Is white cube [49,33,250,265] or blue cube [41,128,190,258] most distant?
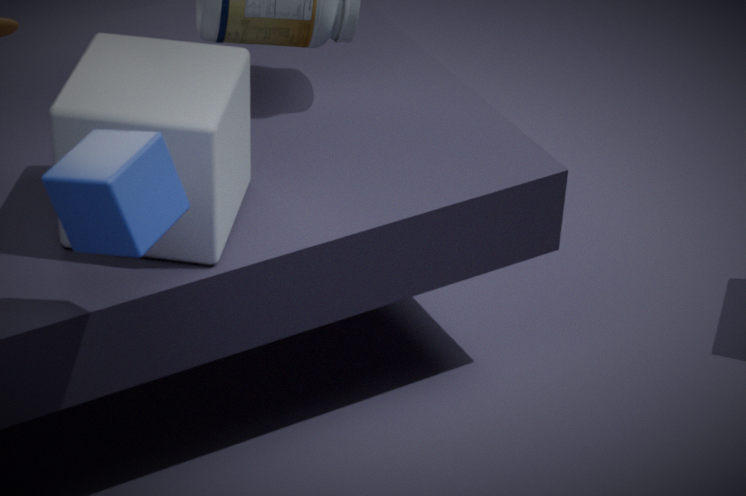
white cube [49,33,250,265]
